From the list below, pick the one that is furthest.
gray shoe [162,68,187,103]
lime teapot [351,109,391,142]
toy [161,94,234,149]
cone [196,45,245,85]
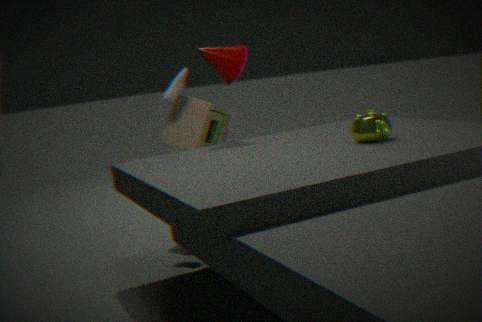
toy [161,94,234,149]
